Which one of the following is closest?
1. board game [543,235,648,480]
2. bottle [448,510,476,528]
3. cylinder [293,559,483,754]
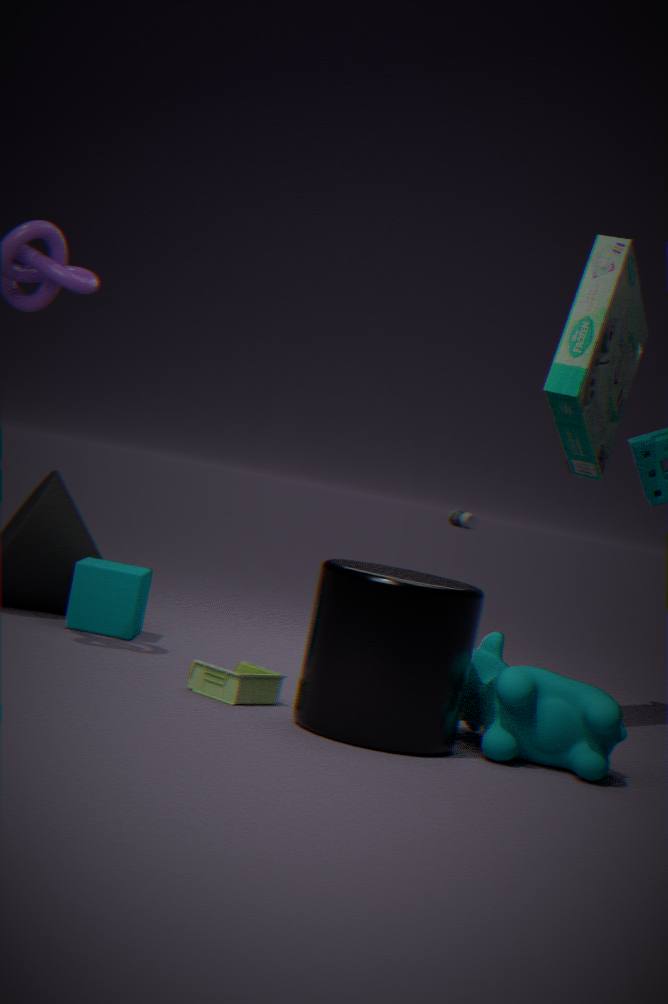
cylinder [293,559,483,754]
